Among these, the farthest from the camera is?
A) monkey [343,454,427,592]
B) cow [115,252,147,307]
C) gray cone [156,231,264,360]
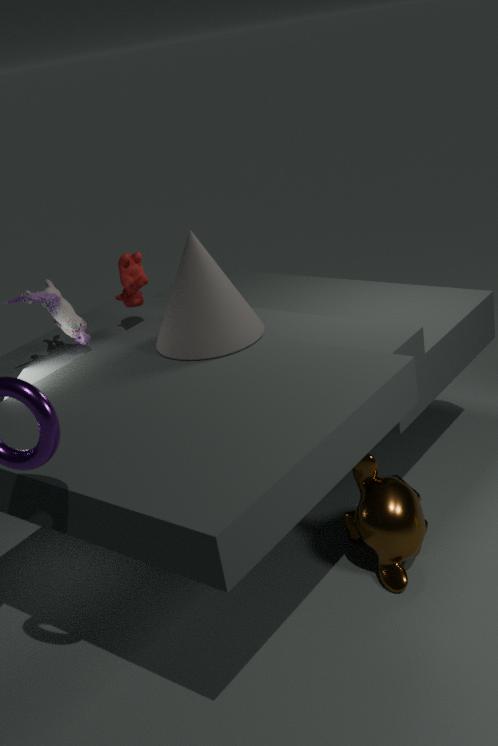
cow [115,252,147,307]
